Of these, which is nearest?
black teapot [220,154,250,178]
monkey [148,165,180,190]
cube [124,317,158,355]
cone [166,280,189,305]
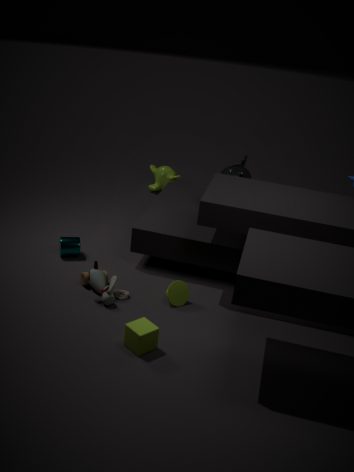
cube [124,317,158,355]
